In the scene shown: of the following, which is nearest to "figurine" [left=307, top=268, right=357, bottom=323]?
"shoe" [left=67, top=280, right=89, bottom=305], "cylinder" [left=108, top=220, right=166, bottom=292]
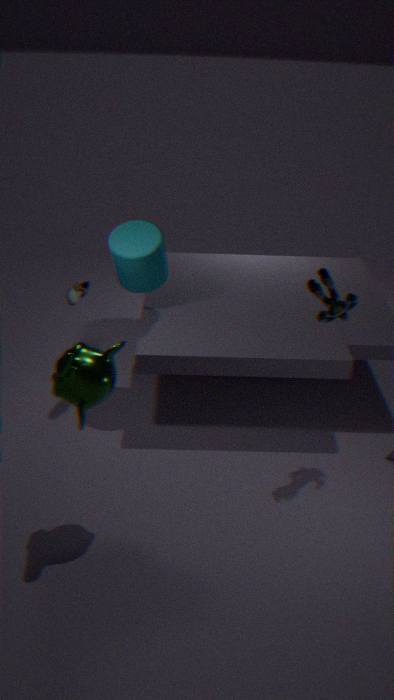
"cylinder" [left=108, top=220, right=166, bottom=292]
